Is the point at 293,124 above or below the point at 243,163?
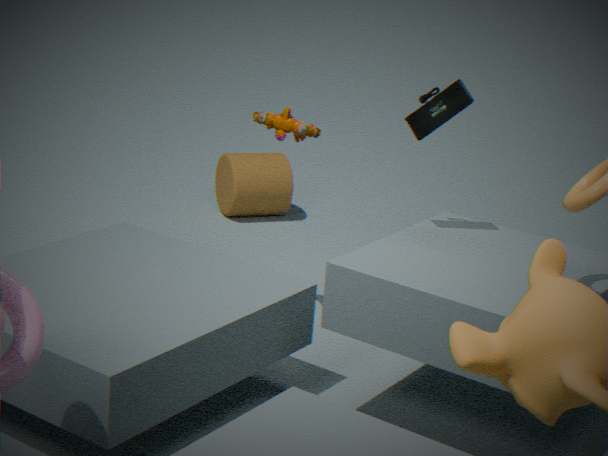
above
